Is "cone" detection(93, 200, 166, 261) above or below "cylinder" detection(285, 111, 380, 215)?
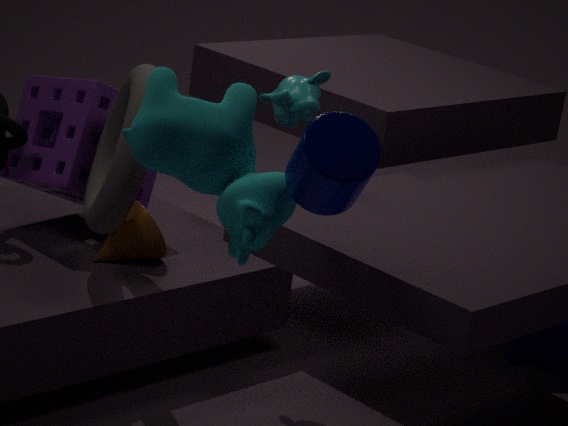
below
